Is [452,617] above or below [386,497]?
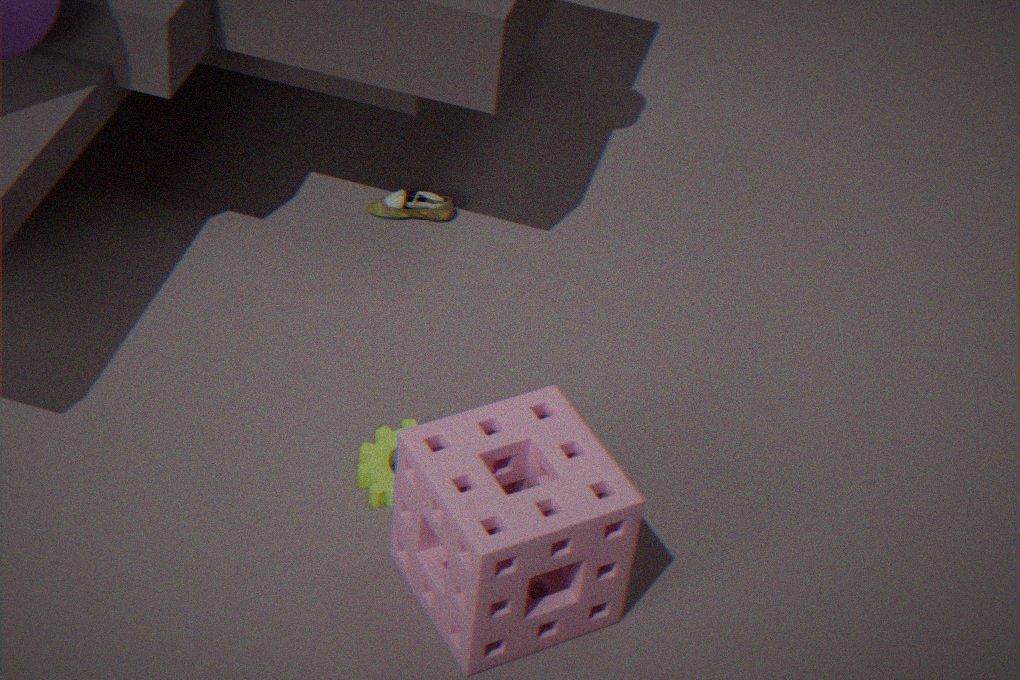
above
